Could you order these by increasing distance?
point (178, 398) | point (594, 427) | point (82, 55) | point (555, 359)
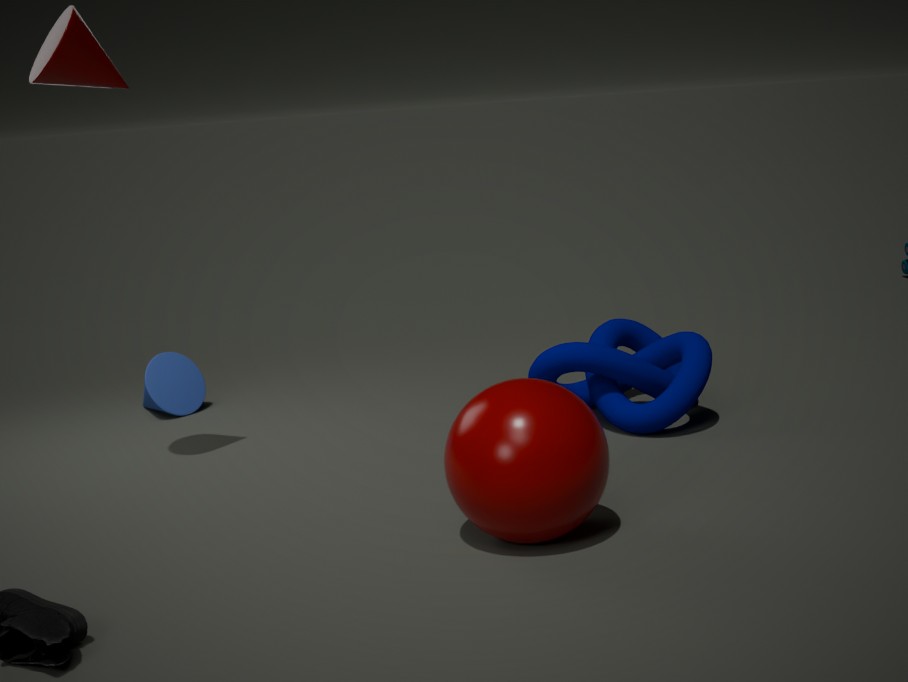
point (594, 427)
point (82, 55)
point (555, 359)
point (178, 398)
